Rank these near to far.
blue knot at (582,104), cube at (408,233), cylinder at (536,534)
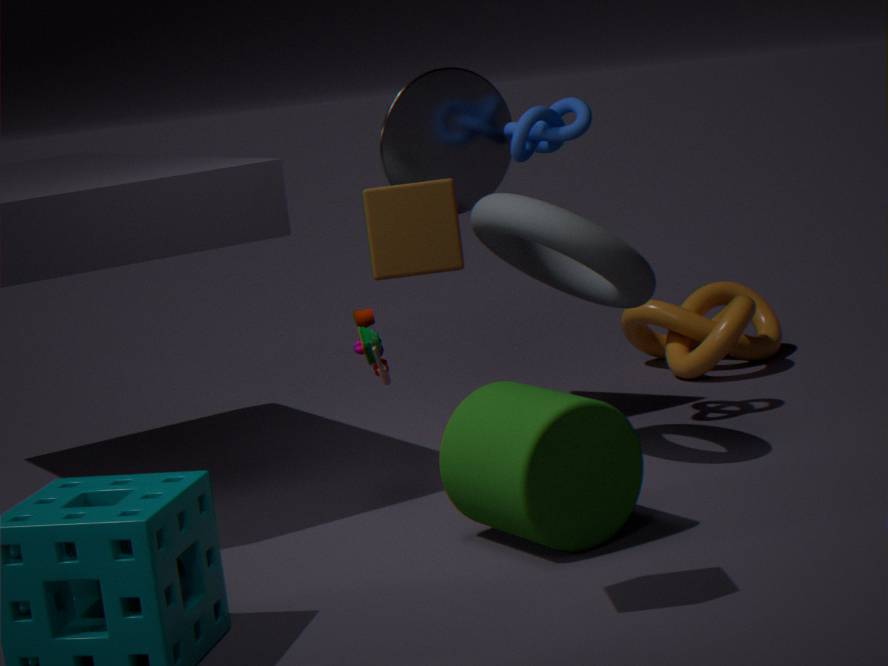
cube at (408,233) → cylinder at (536,534) → blue knot at (582,104)
